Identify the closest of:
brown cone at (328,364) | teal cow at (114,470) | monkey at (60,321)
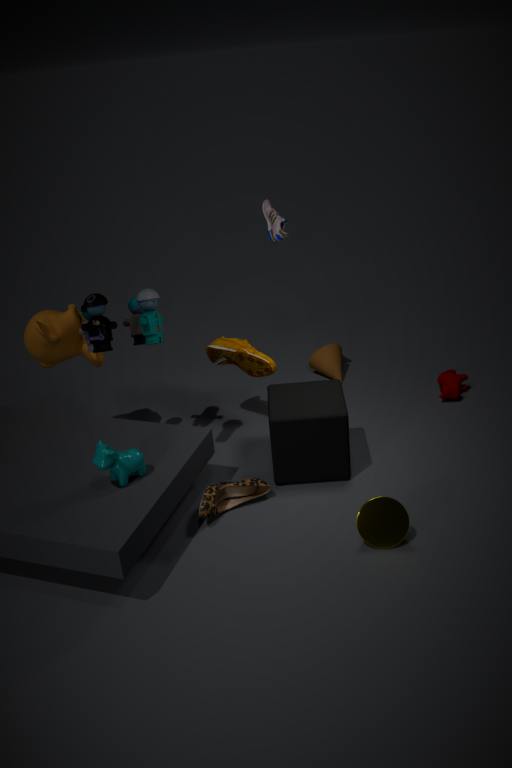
teal cow at (114,470)
